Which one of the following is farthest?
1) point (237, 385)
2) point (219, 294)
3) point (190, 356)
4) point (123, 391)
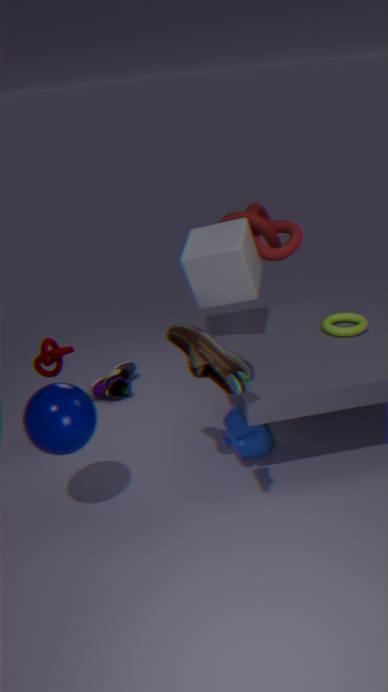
4. point (123, 391)
